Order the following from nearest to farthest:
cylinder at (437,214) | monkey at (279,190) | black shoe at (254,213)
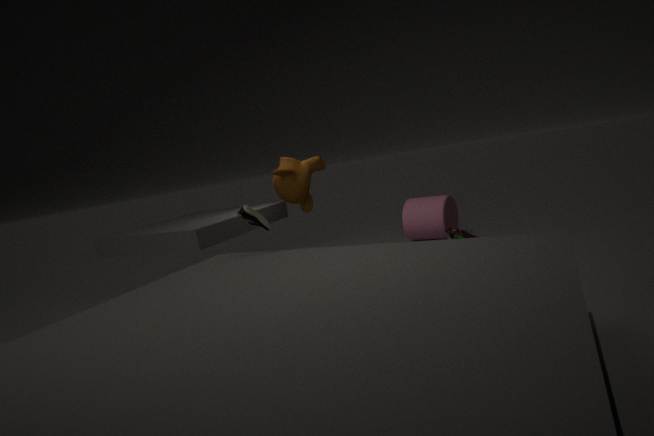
black shoe at (254,213) → monkey at (279,190) → cylinder at (437,214)
